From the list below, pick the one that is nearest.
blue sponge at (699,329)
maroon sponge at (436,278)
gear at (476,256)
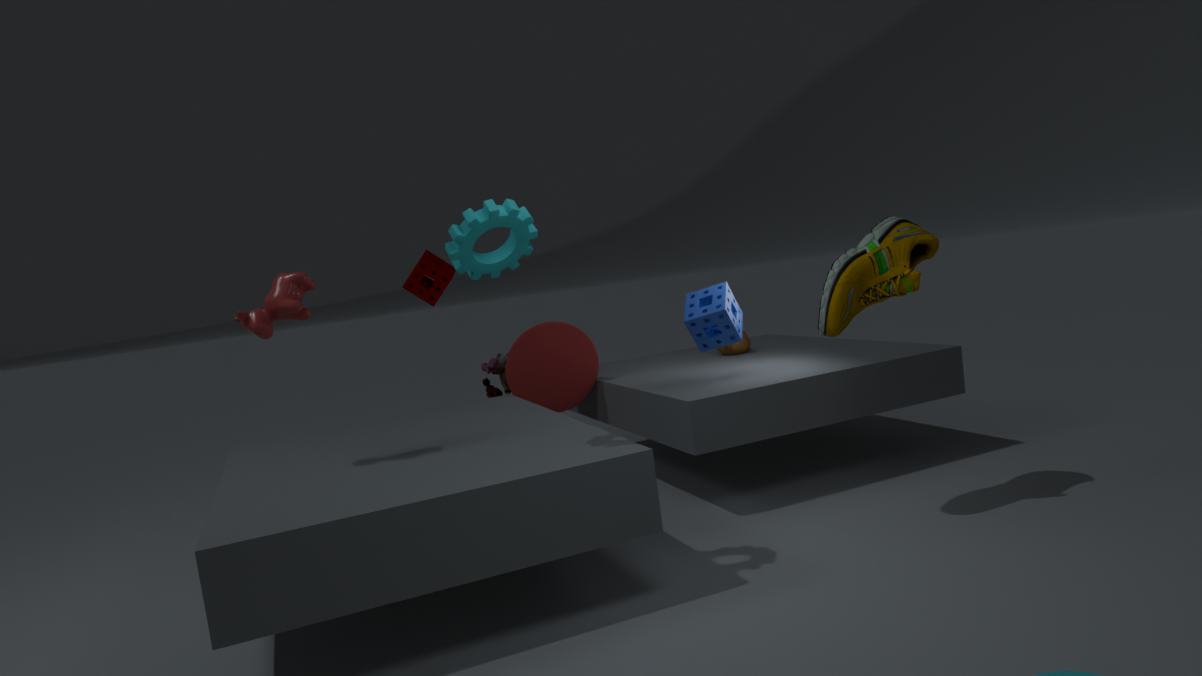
gear at (476,256)
